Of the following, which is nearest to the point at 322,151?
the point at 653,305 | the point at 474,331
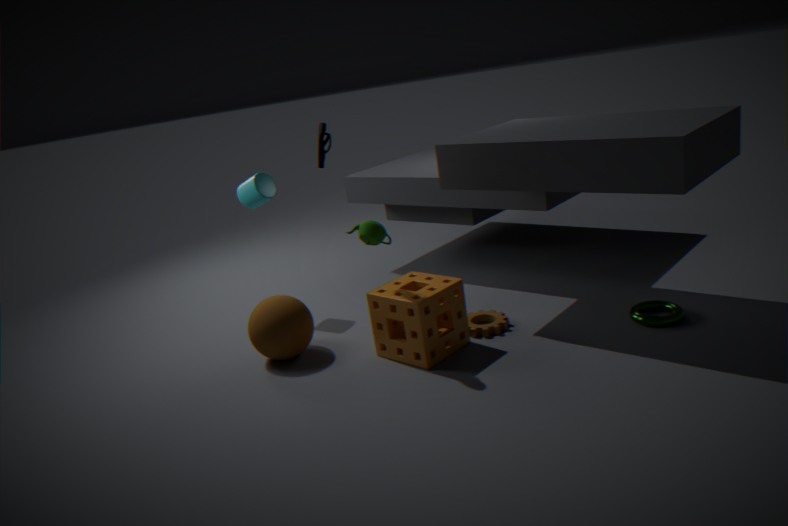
the point at 474,331
